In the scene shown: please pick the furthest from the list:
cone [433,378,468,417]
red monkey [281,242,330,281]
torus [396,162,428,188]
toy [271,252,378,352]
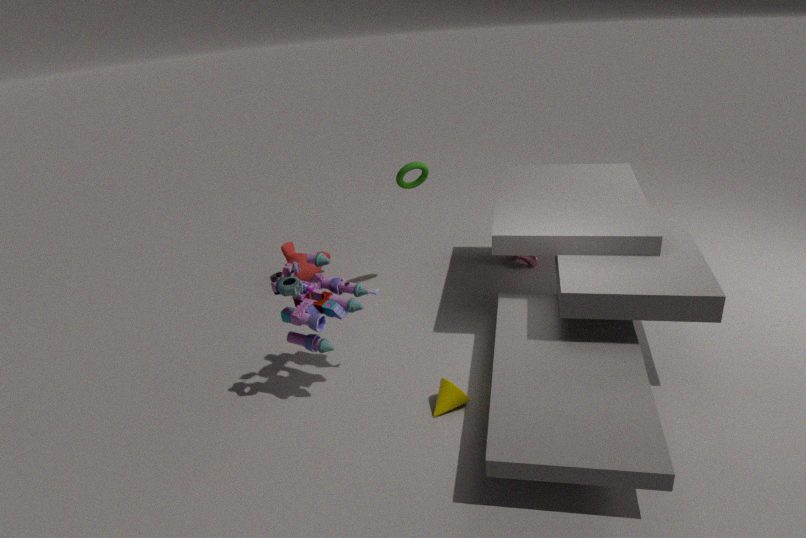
red monkey [281,242,330,281]
